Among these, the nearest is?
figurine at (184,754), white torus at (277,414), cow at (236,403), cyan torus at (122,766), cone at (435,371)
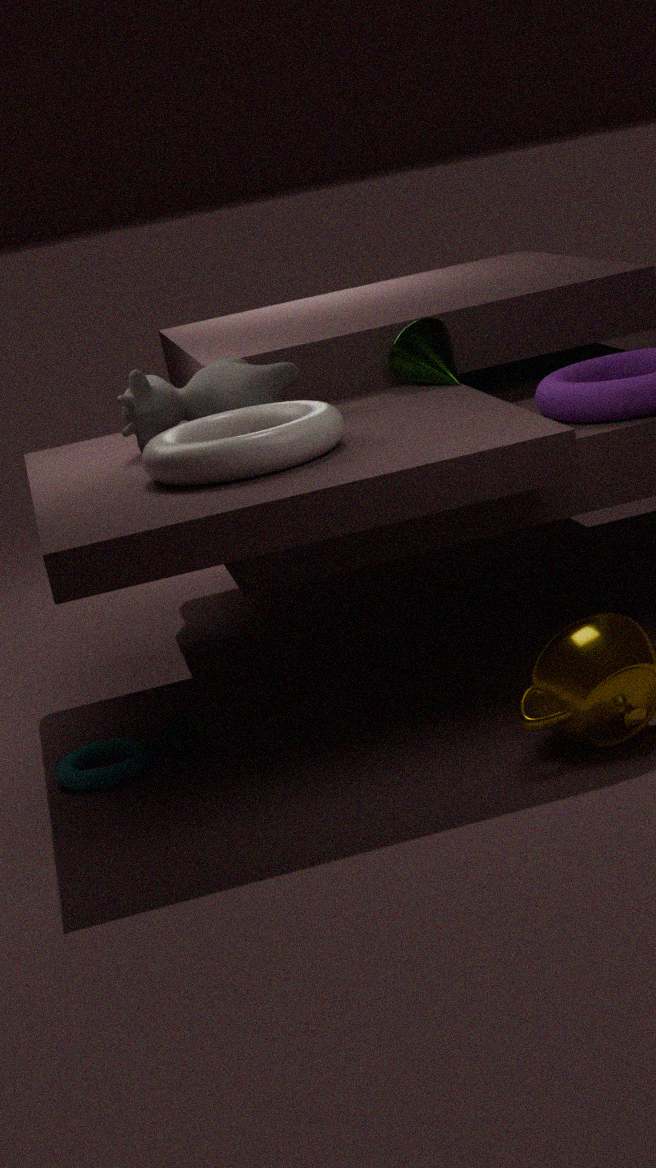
white torus at (277,414)
